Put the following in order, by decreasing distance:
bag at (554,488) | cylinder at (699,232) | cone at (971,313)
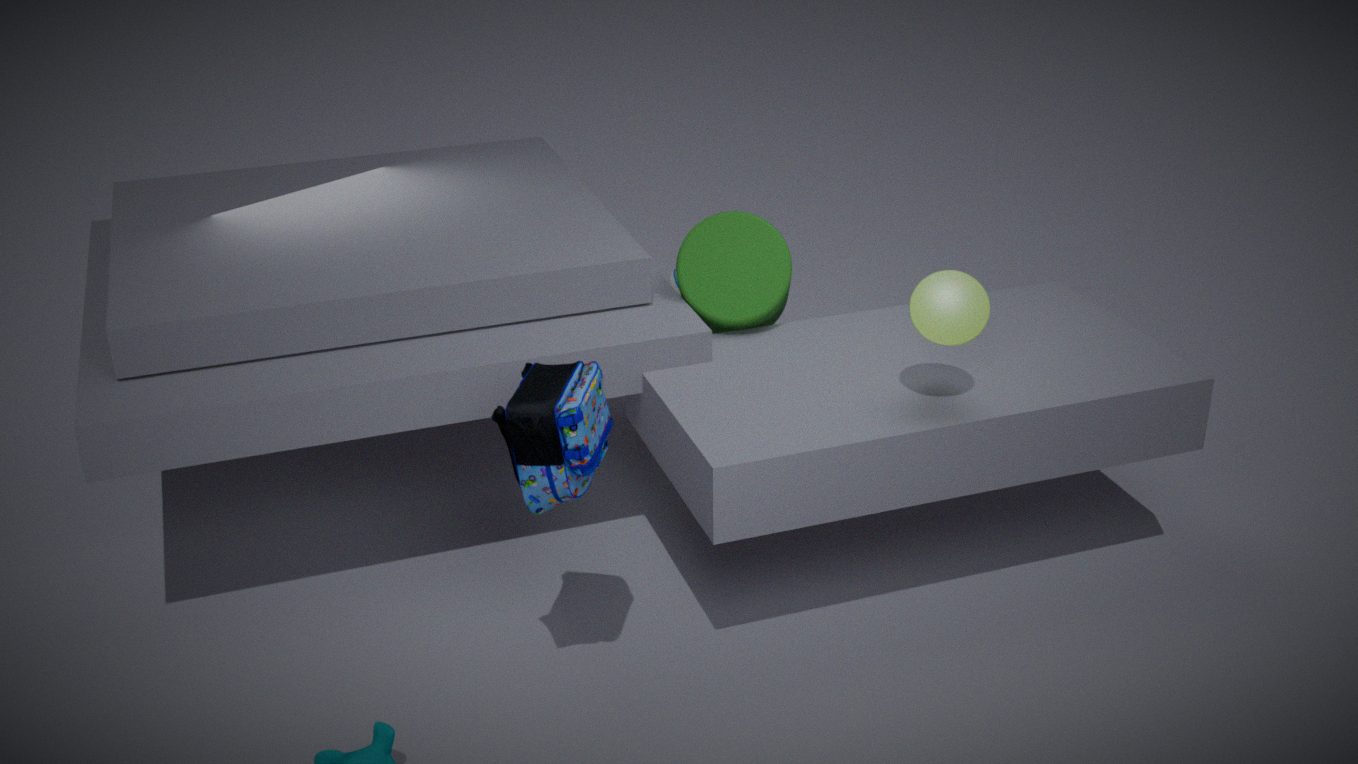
cylinder at (699,232)
cone at (971,313)
bag at (554,488)
